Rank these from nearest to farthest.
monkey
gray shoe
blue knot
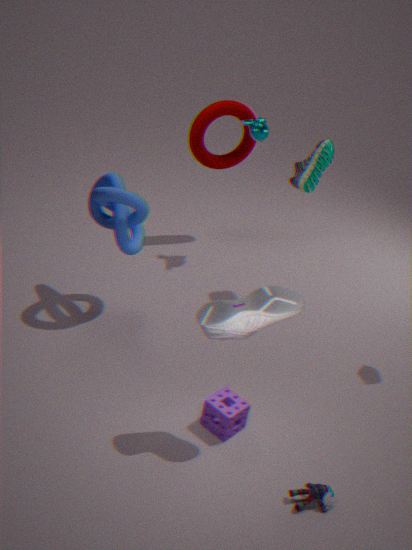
gray shoe, blue knot, monkey
